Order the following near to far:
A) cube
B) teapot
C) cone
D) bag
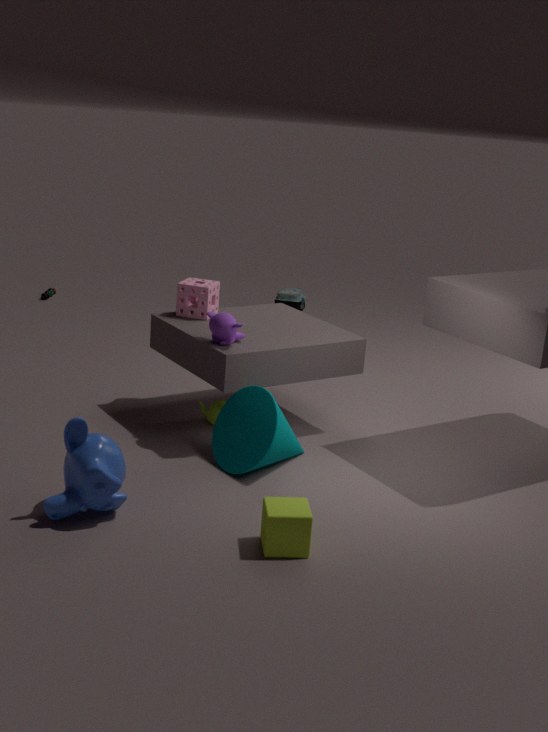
cube < cone < teapot < bag
